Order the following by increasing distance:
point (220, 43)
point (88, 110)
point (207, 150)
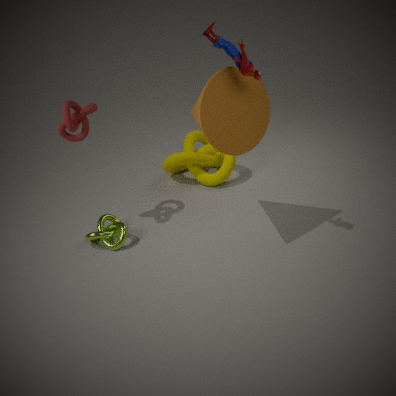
point (220, 43), point (88, 110), point (207, 150)
